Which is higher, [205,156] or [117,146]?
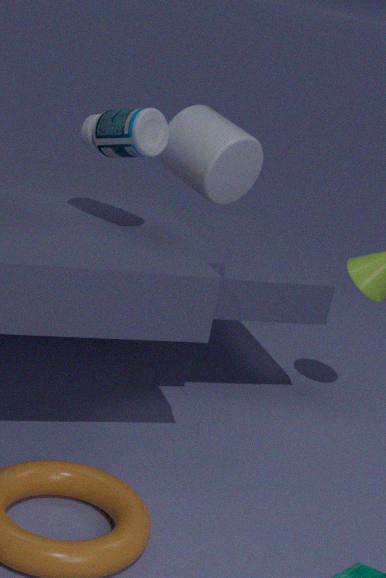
[117,146]
